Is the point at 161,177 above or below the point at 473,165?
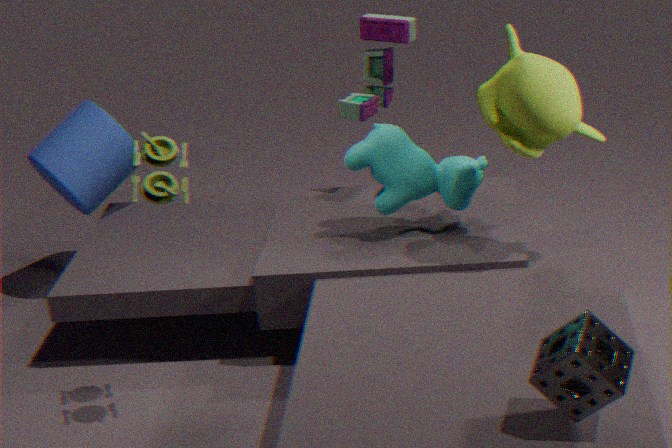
above
